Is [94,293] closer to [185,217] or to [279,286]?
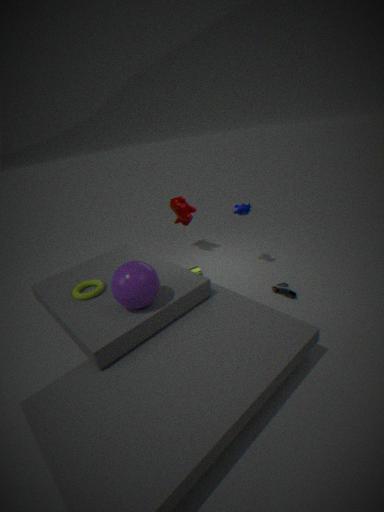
[185,217]
